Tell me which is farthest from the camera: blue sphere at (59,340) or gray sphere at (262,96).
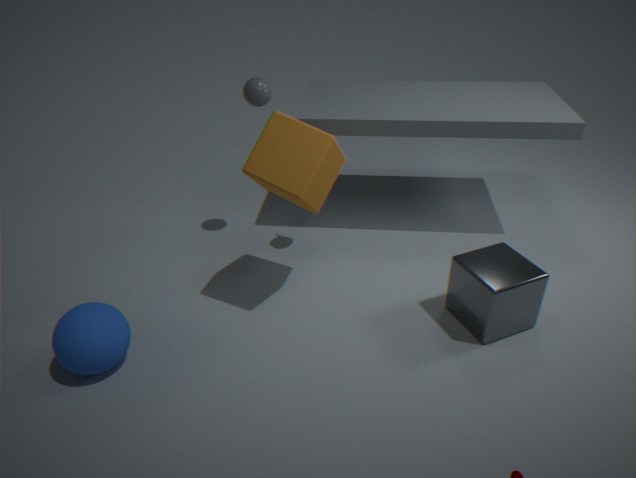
gray sphere at (262,96)
